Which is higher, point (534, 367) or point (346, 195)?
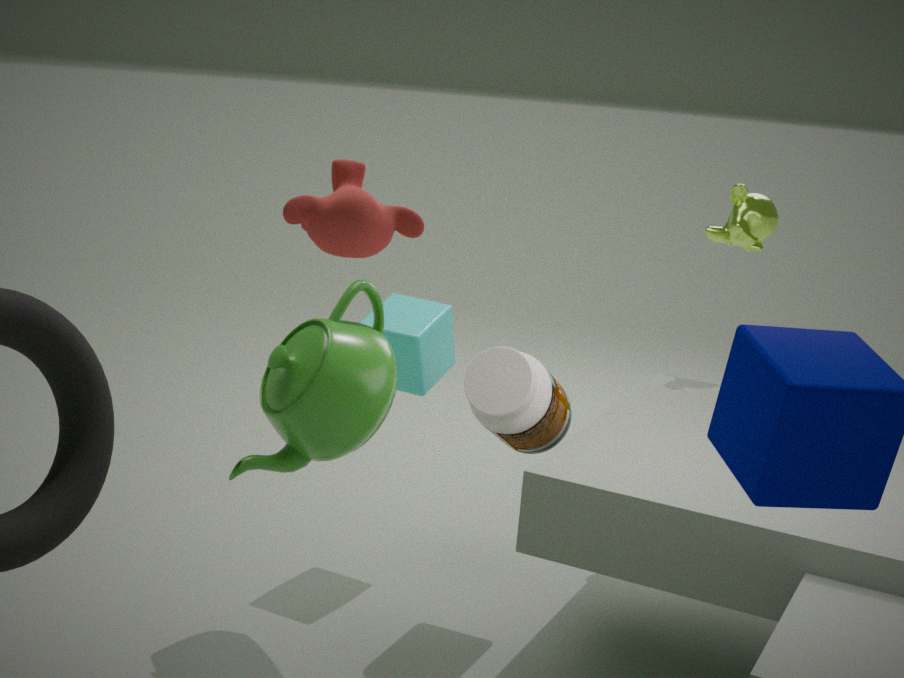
point (346, 195)
